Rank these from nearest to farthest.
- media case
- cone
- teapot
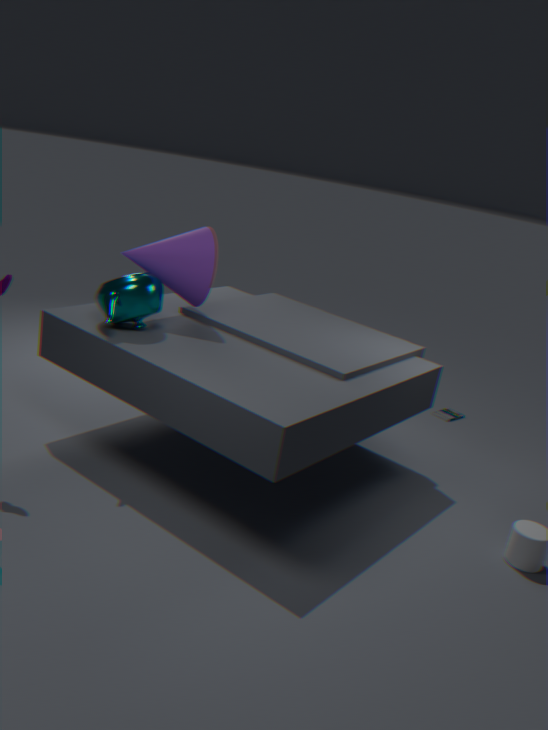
teapot
cone
media case
